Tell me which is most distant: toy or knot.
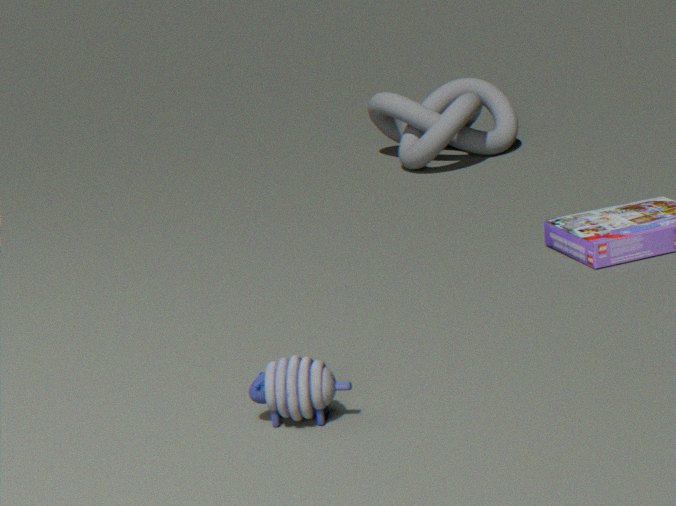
knot
